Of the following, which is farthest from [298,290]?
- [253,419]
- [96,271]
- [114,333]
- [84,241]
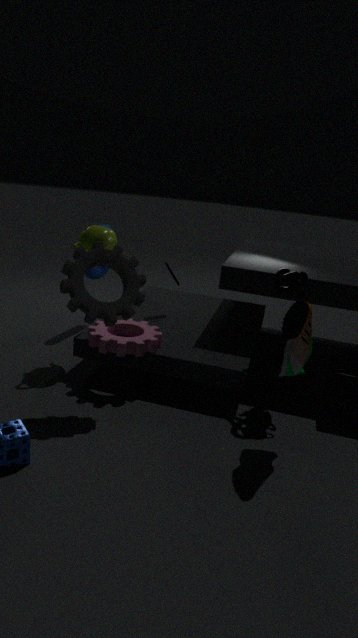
[96,271]
